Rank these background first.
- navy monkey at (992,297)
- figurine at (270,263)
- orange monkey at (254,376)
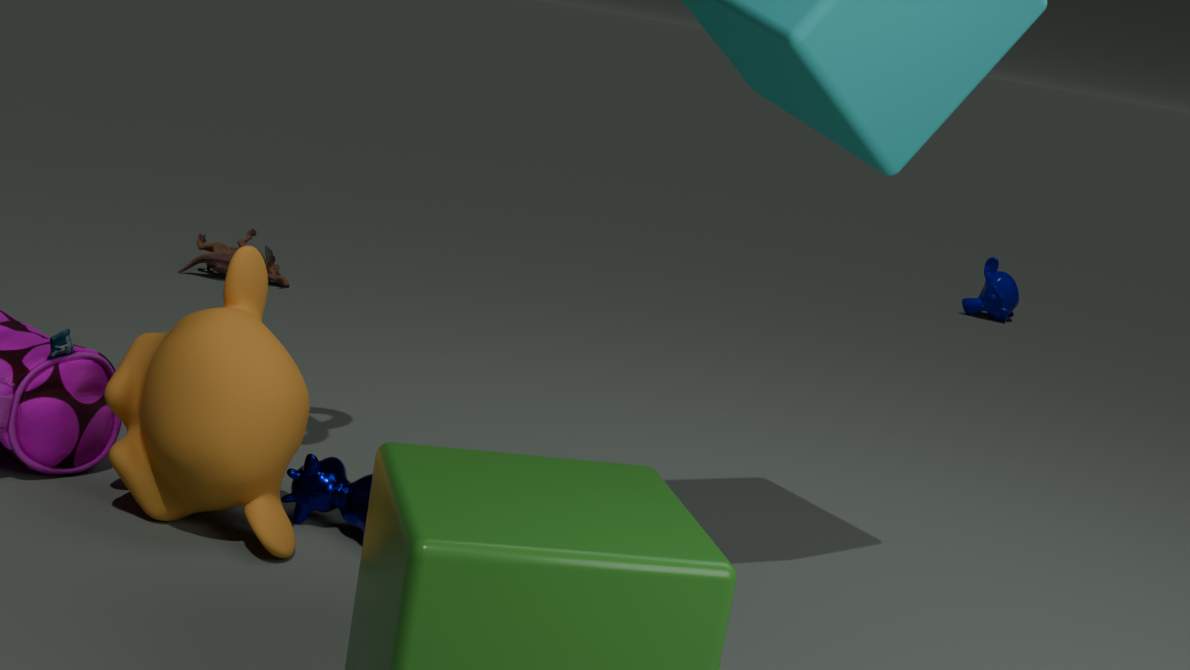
navy monkey at (992,297)
figurine at (270,263)
orange monkey at (254,376)
